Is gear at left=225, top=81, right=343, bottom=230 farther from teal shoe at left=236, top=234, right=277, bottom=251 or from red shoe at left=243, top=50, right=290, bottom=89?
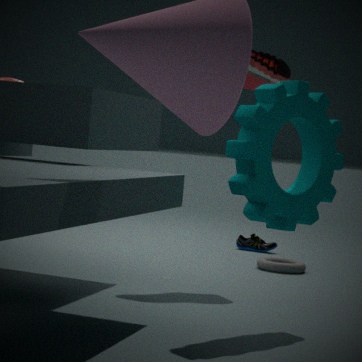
teal shoe at left=236, top=234, right=277, bottom=251
